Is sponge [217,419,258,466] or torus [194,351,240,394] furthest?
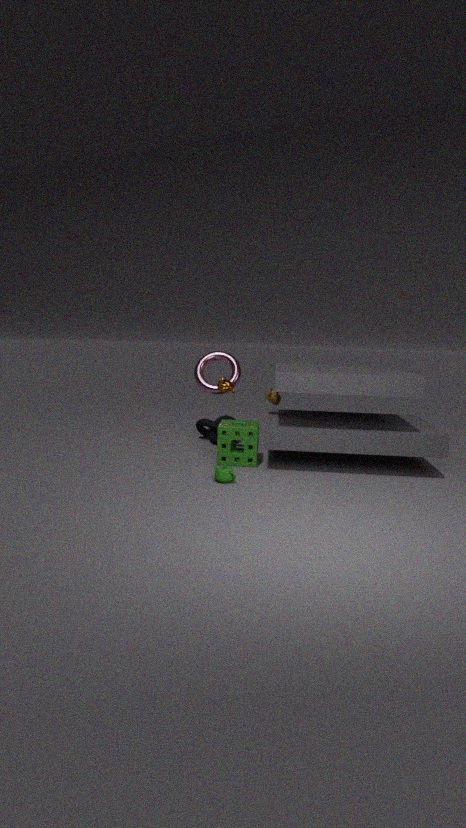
torus [194,351,240,394]
